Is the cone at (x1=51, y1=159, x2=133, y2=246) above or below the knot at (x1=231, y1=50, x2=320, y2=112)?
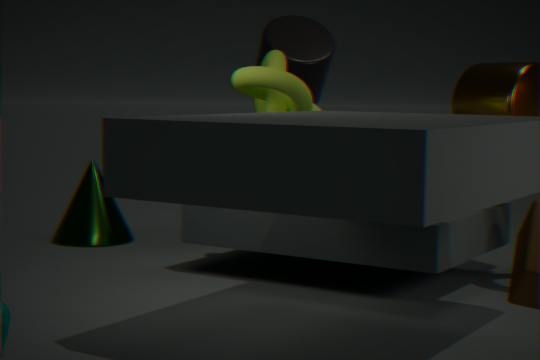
below
